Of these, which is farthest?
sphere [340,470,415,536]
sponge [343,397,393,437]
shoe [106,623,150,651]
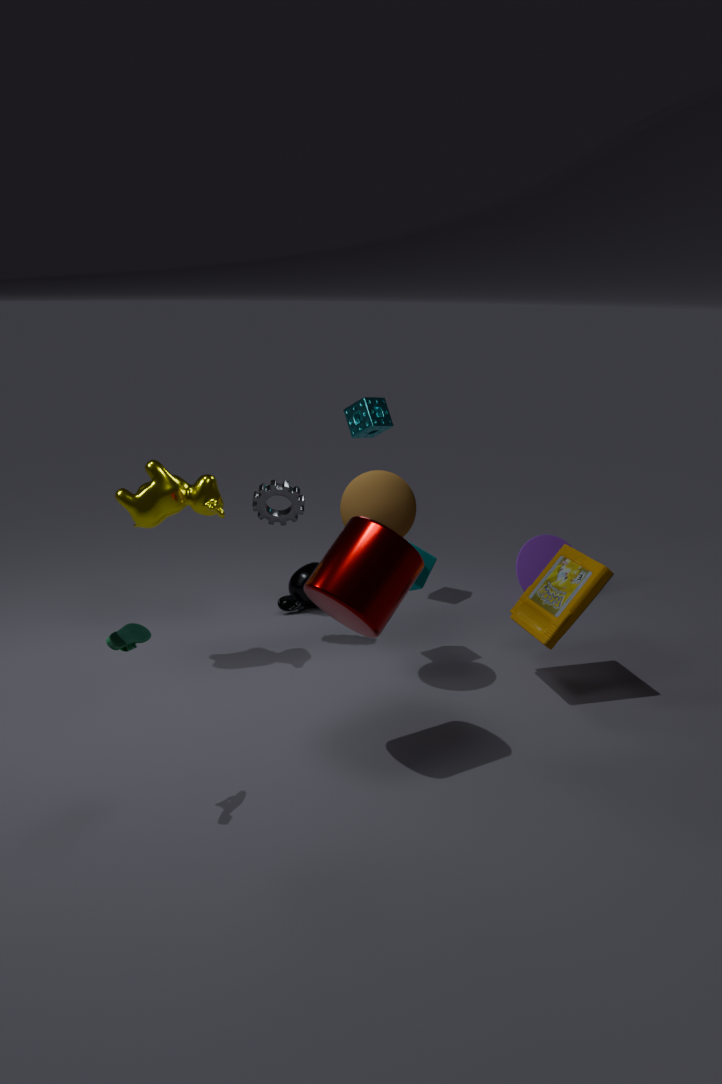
sponge [343,397,393,437]
